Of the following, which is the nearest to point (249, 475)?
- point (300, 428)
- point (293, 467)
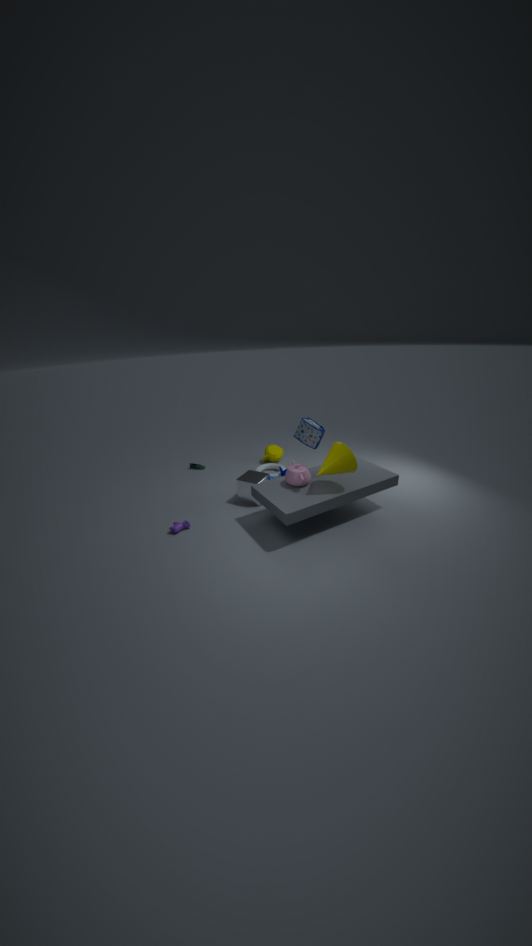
point (293, 467)
